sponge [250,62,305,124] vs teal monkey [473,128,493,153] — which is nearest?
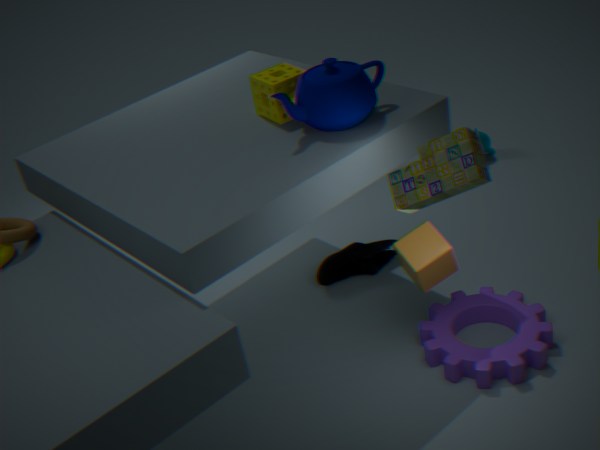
sponge [250,62,305,124]
